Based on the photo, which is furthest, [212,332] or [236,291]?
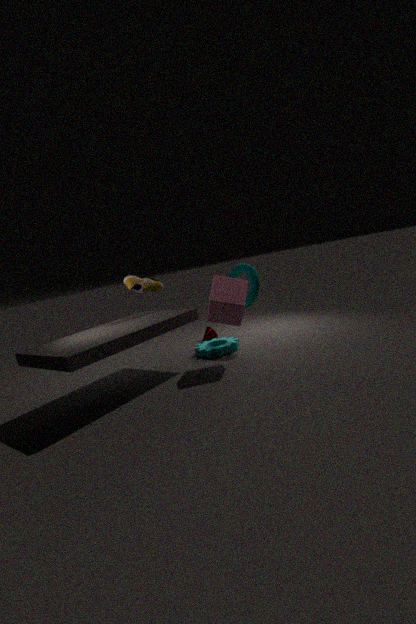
[212,332]
